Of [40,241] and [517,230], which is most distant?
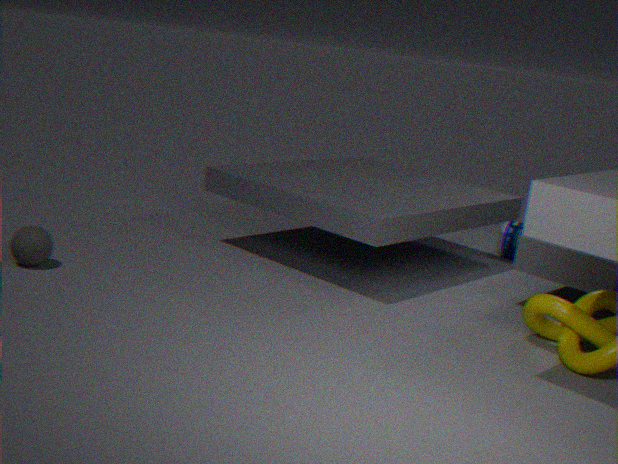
[517,230]
